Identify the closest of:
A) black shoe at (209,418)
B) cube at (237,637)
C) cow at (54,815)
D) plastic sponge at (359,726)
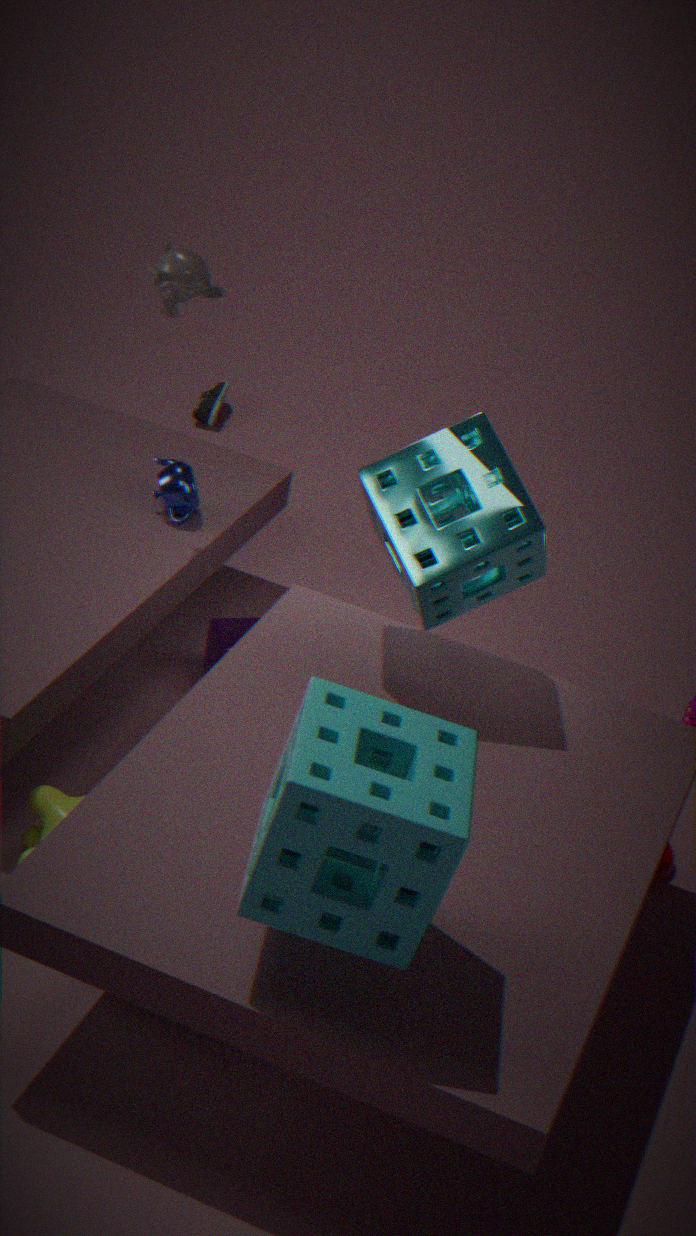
plastic sponge at (359,726)
